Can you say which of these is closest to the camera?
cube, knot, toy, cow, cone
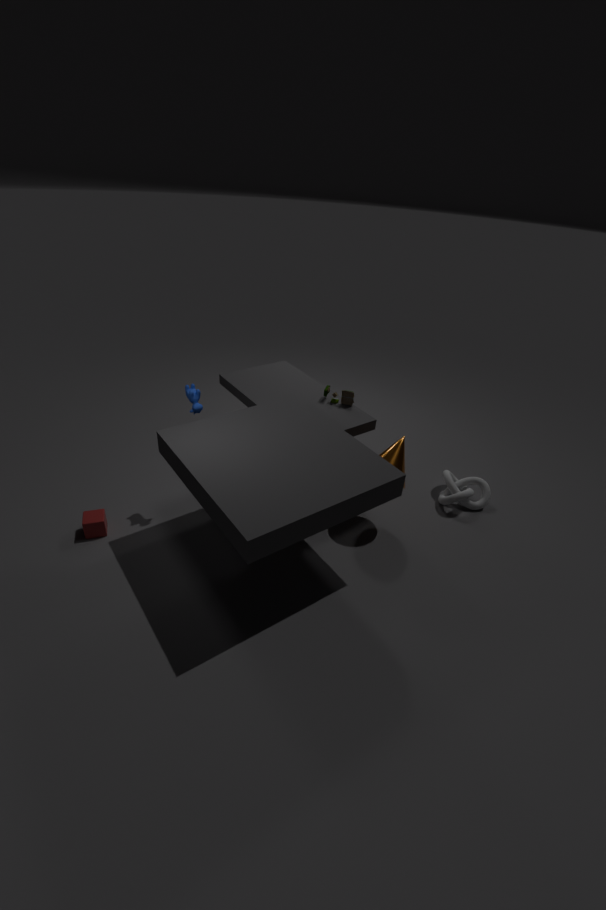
cow
